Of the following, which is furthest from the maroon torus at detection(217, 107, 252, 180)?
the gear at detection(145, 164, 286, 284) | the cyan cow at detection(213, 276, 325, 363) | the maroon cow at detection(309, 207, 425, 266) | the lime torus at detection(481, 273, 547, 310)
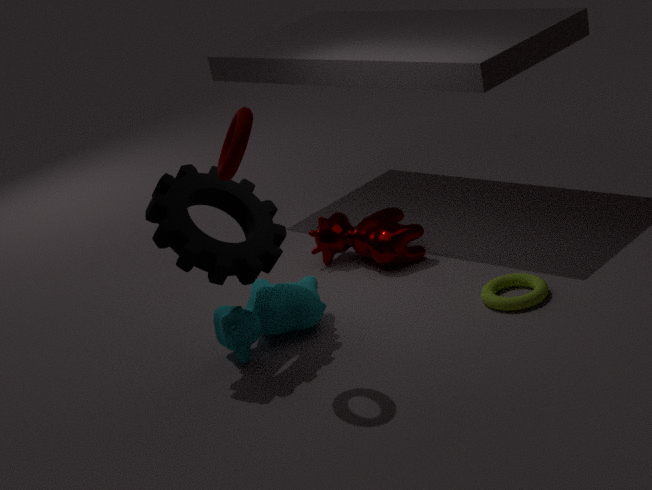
the lime torus at detection(481, 273, 547, 310)
